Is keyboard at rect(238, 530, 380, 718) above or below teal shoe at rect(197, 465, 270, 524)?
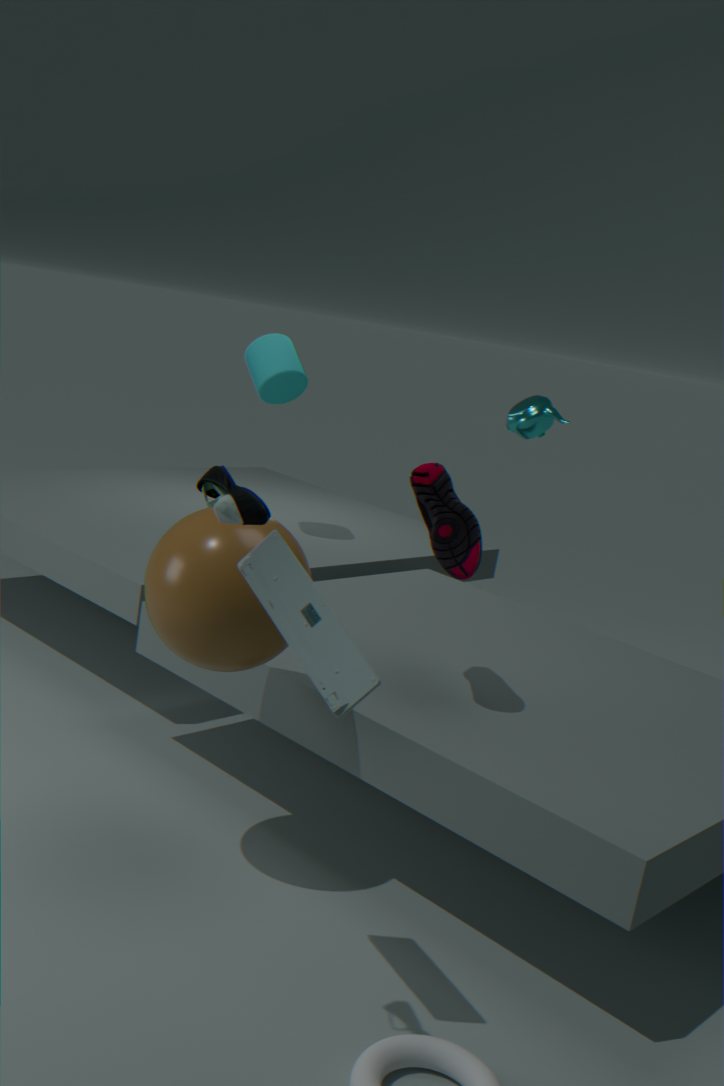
below
